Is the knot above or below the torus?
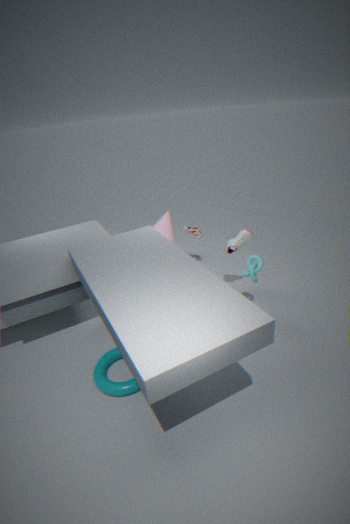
above
